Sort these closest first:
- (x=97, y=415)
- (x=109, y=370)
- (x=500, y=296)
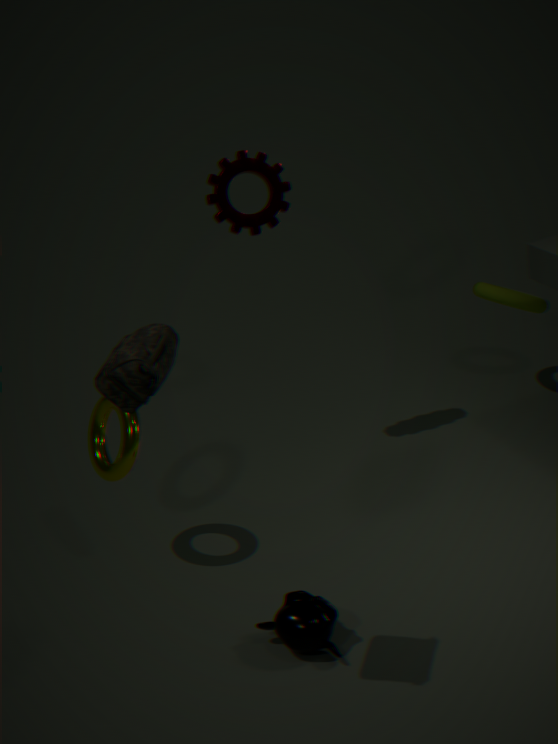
(x=109, y=370), (x=97, y=415), (x=500, y=296)
